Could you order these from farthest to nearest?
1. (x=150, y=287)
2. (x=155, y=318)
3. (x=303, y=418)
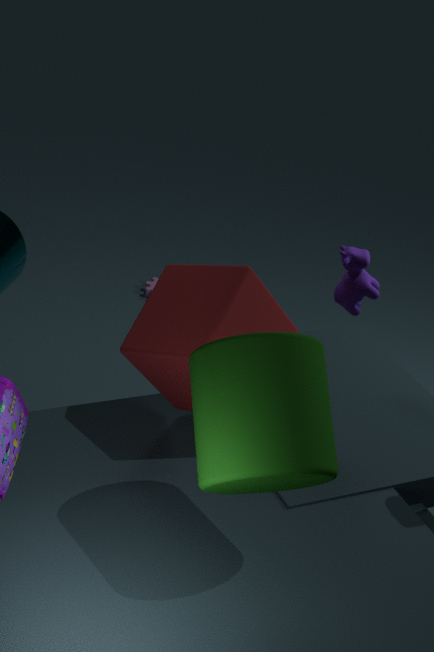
(x=150, y=287), (x=155, y=318), (x=303, y=418)
